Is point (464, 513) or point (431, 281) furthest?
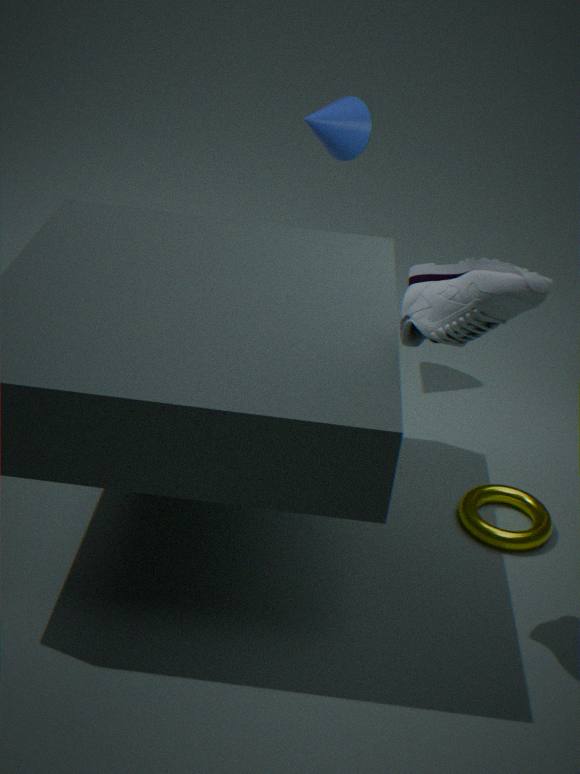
point (464, 513)
